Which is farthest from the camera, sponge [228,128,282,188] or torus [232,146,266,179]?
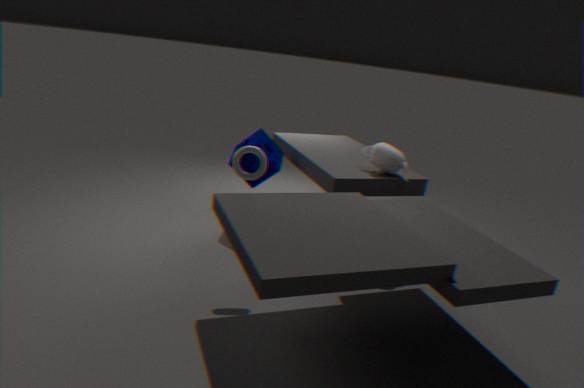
sponge [228,128,282,188]
